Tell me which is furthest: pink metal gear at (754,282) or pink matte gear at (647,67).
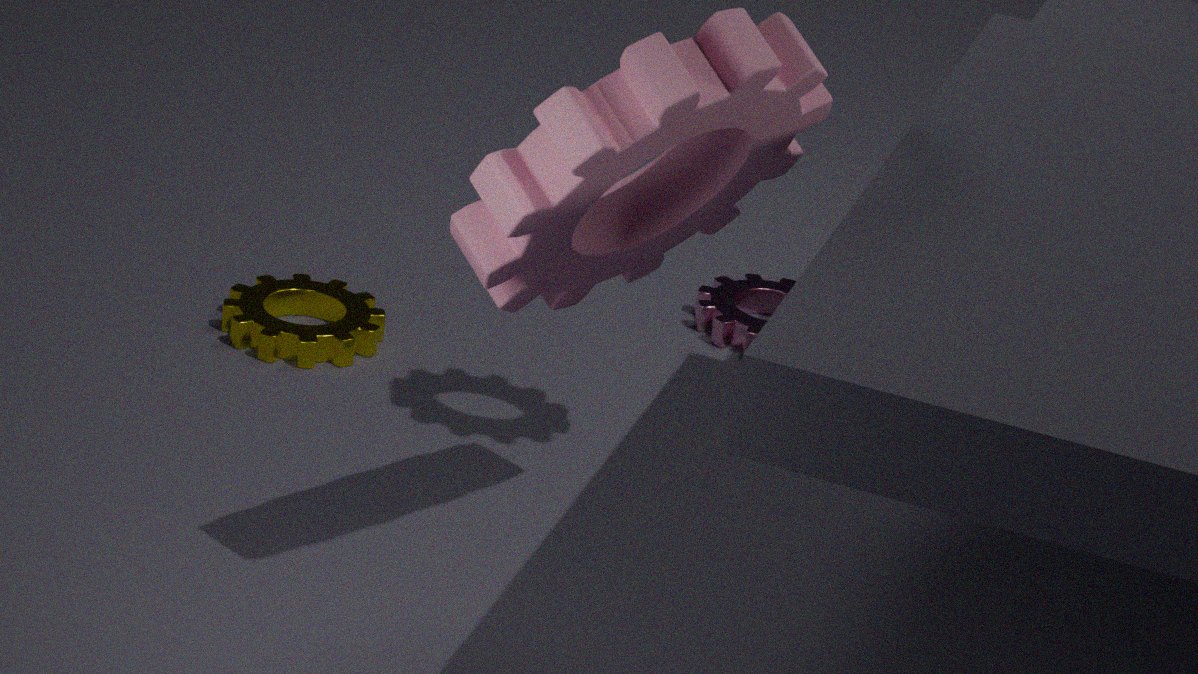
pink metal gear at (754,282)
